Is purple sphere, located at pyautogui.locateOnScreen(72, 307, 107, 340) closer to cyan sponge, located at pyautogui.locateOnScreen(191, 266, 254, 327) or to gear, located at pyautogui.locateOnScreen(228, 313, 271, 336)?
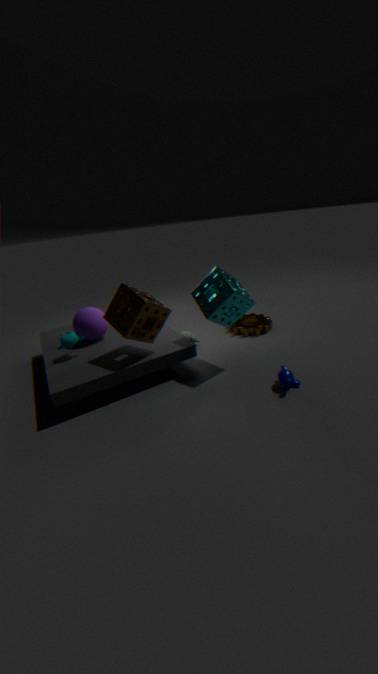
cyan sponge, located at pyautogui.locateOnScreen(191, 266, 254, 327)
